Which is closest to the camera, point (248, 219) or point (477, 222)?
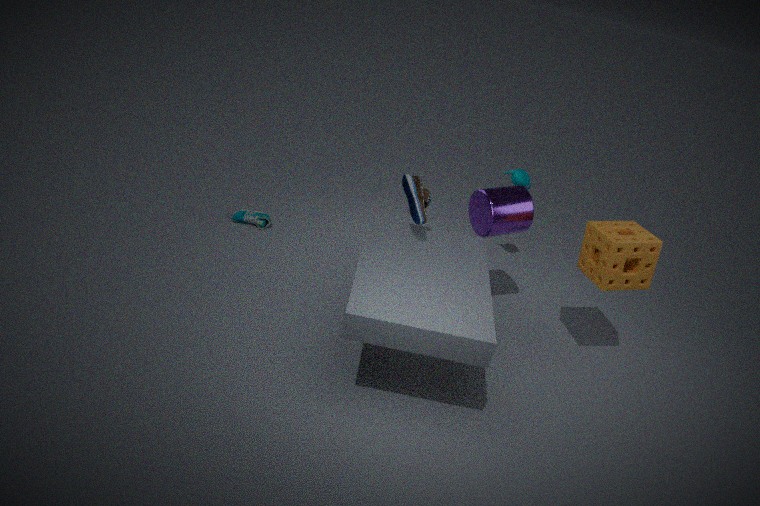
point (477, 222)
